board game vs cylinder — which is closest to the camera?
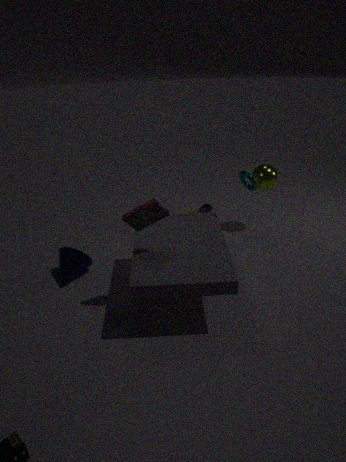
board game
